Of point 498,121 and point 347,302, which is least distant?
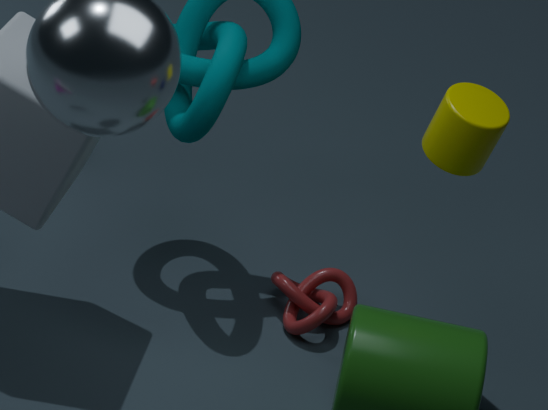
point 498,121
